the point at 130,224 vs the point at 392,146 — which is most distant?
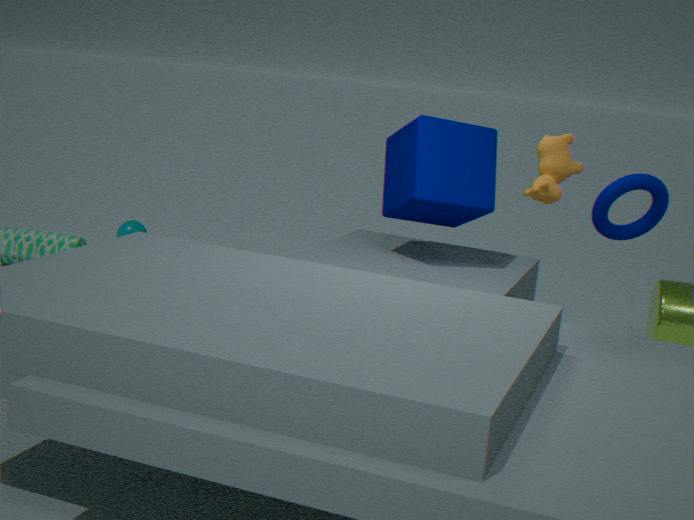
the point at 130,224
